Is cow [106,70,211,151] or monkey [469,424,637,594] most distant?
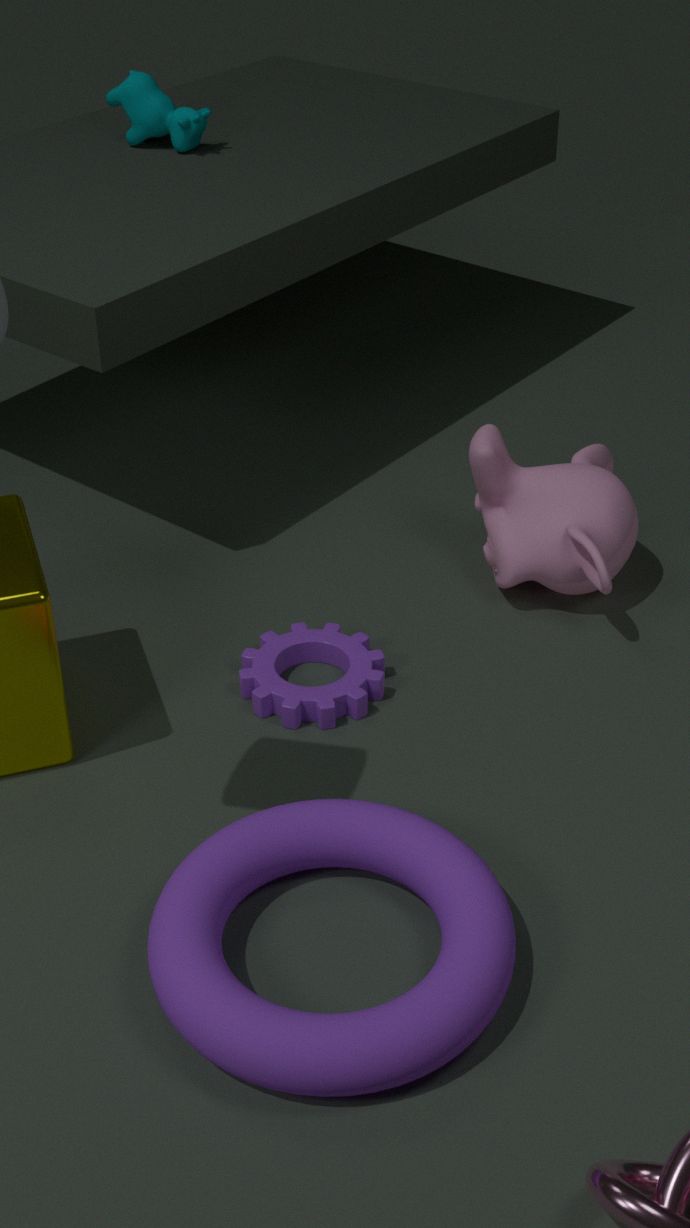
cow [106,70,211,151]
